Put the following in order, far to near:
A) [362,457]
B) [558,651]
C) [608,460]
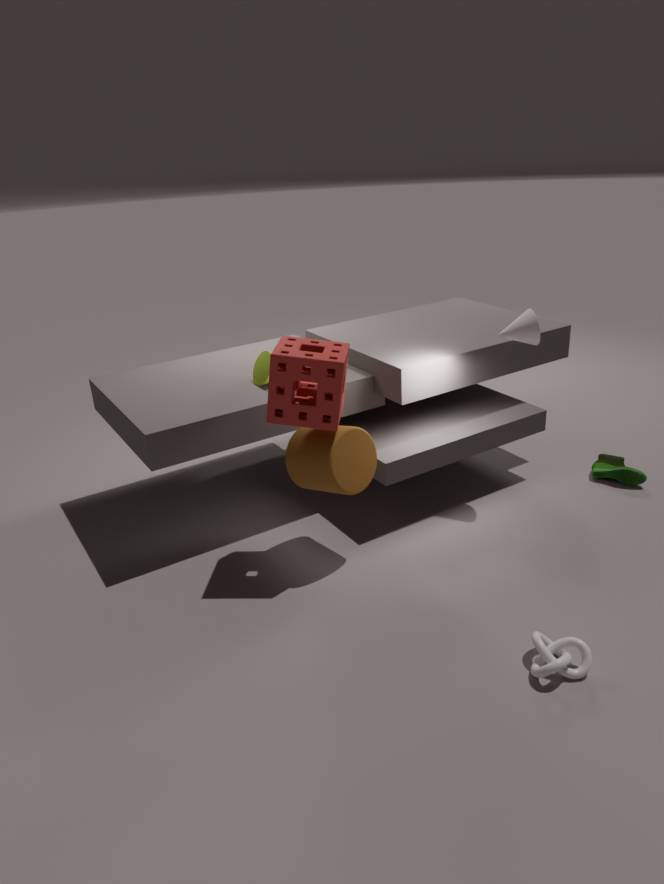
[608,460]
[362,457]
[558,651]
